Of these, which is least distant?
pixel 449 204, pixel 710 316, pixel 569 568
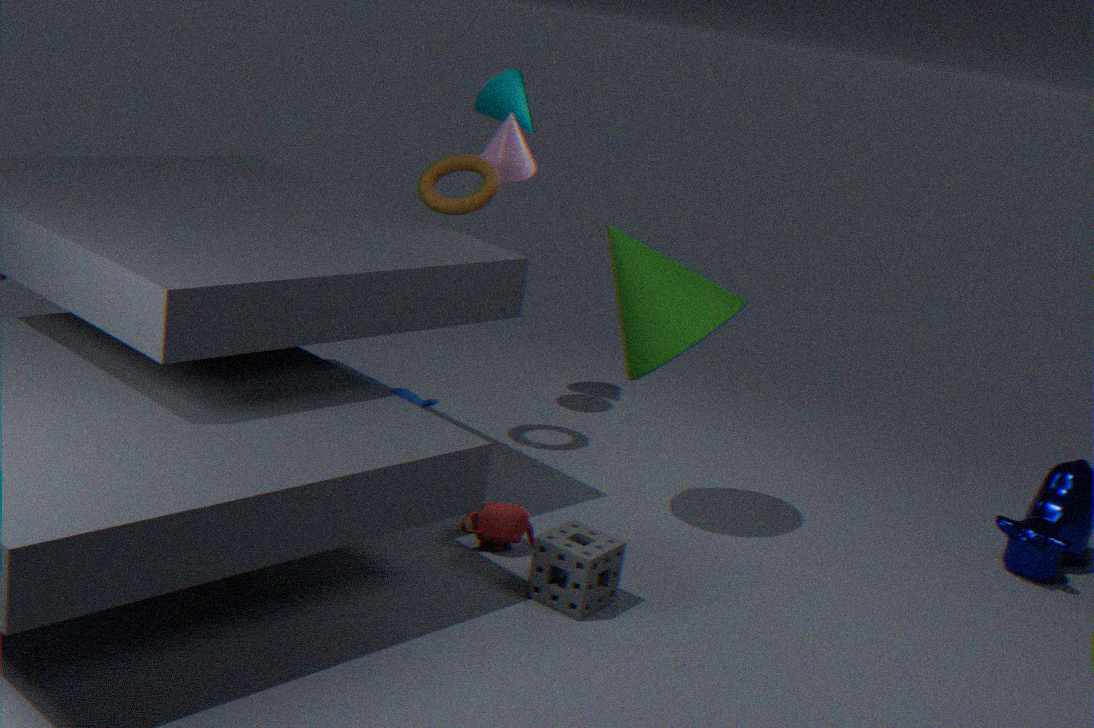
pixel 569 568
